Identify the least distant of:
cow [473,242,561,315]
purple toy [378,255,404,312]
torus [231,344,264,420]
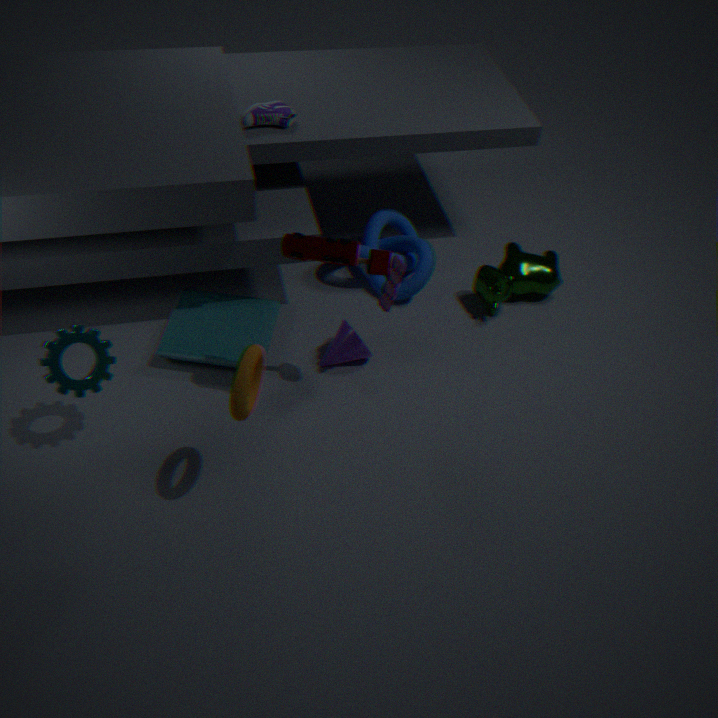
torus [231,344,264,420]
